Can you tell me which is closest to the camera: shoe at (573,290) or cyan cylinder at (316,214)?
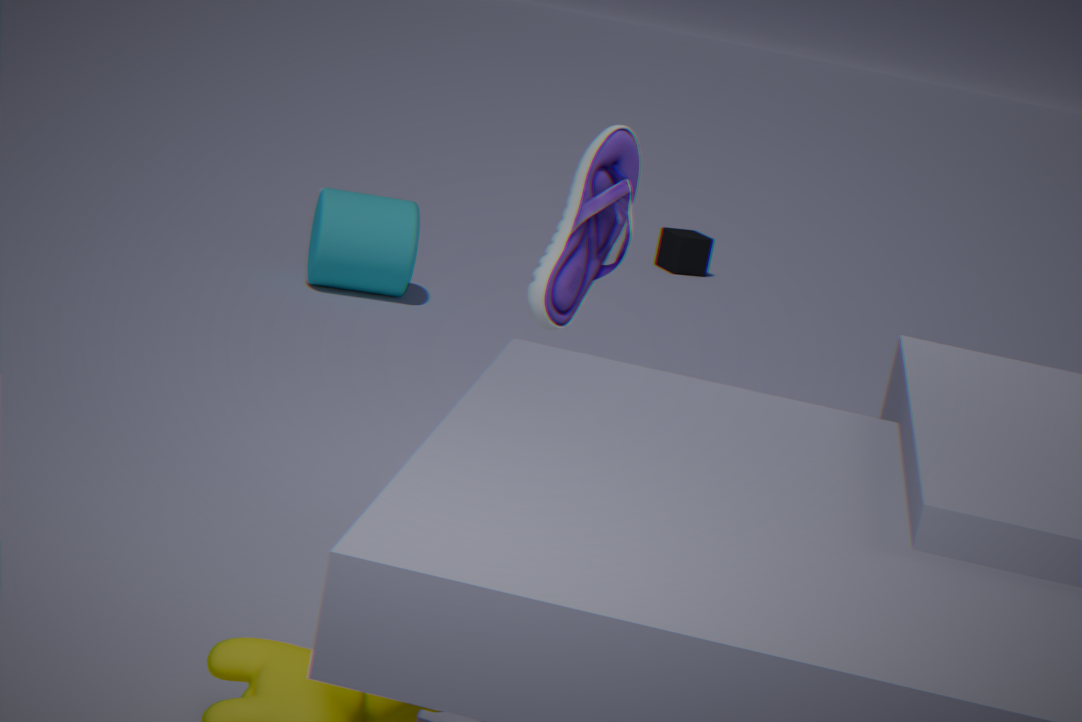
shoe at (573,290)
